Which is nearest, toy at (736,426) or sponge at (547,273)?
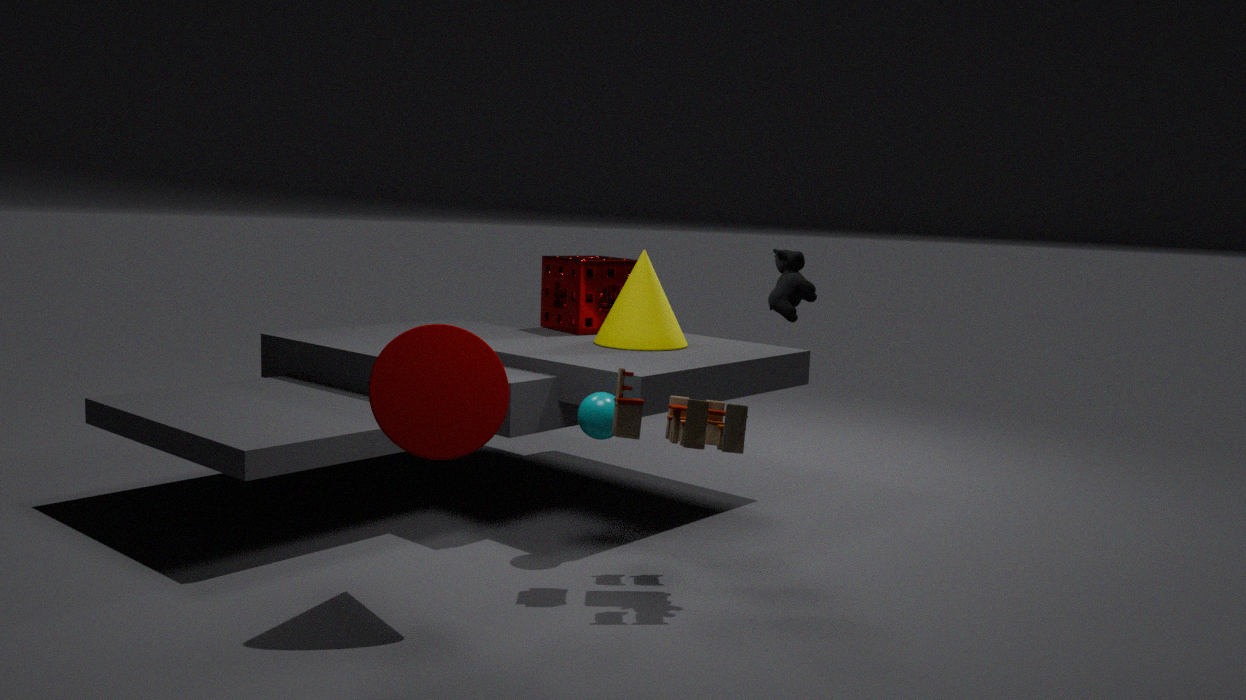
toy at (736,426)
